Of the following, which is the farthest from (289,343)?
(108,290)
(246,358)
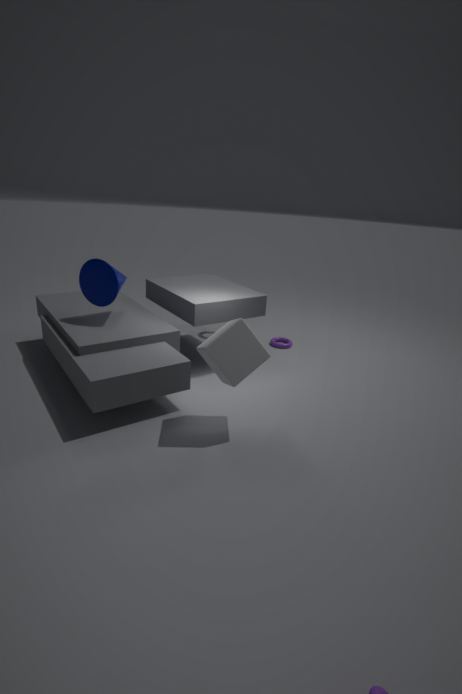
→ (108,290)
